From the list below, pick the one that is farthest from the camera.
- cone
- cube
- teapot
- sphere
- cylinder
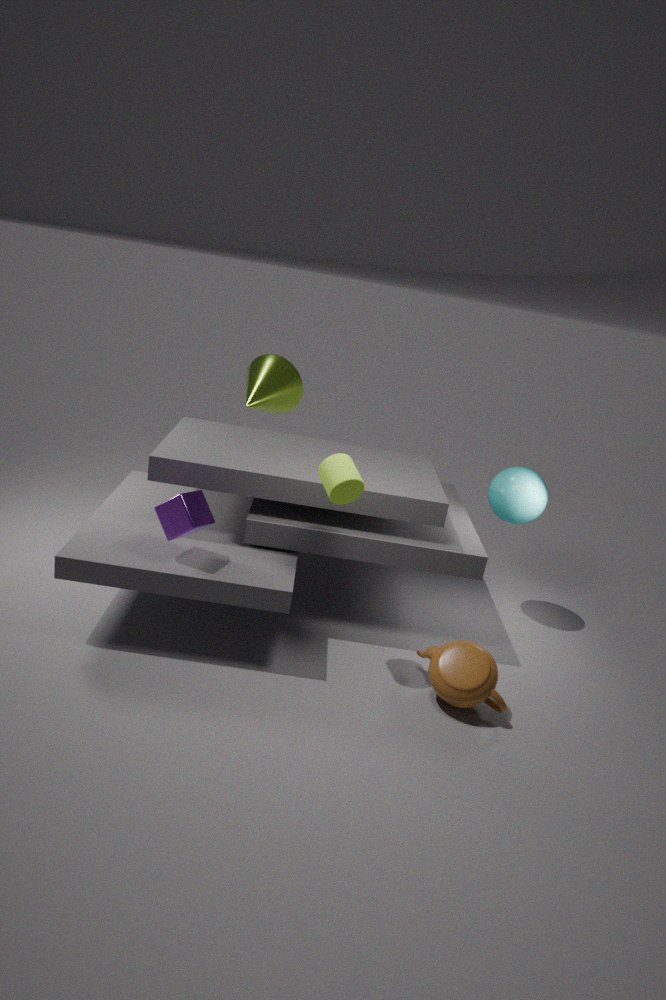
cone
